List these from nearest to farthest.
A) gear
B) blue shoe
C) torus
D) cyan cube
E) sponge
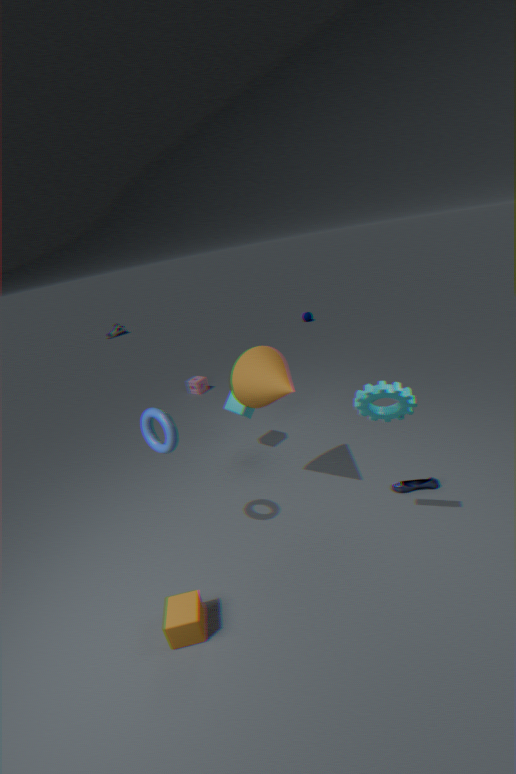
1. gear
2. torus
3. blue shoe
4. cyan cube
5. sponge
